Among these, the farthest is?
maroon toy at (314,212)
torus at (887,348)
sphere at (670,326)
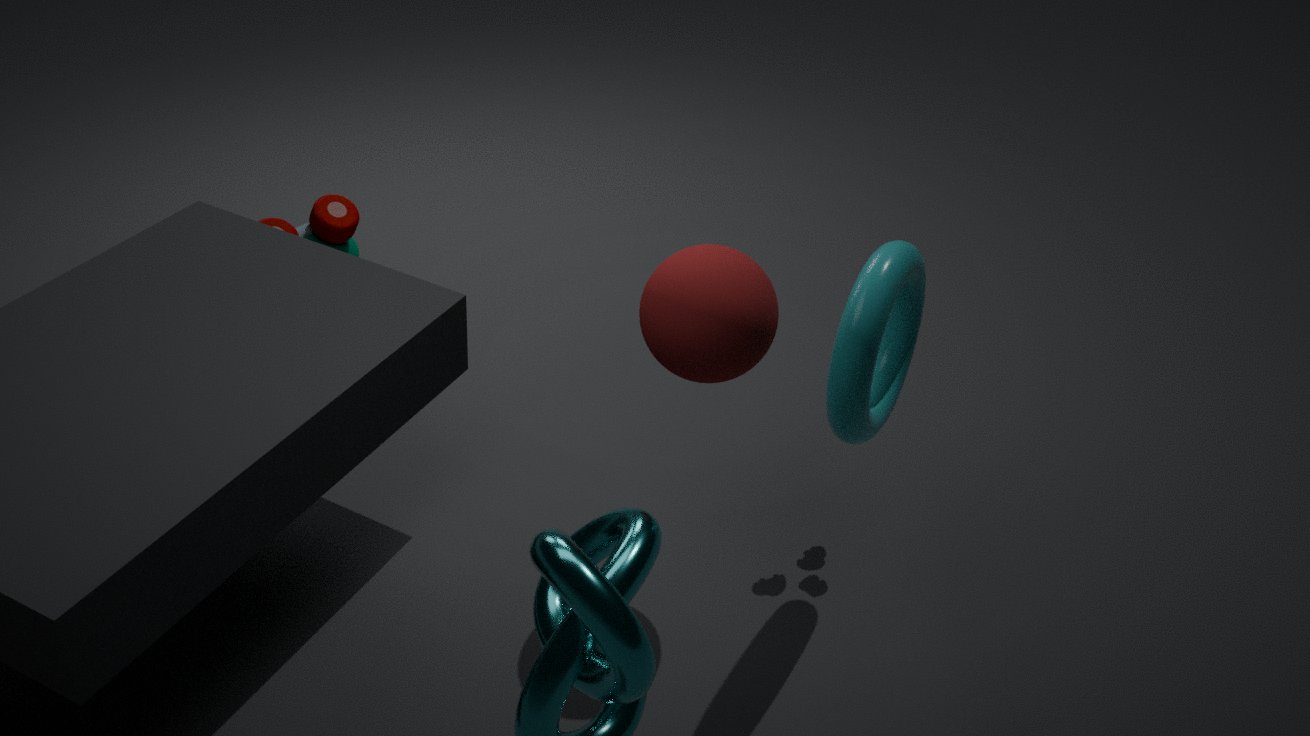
maroon toy at (314,212)
